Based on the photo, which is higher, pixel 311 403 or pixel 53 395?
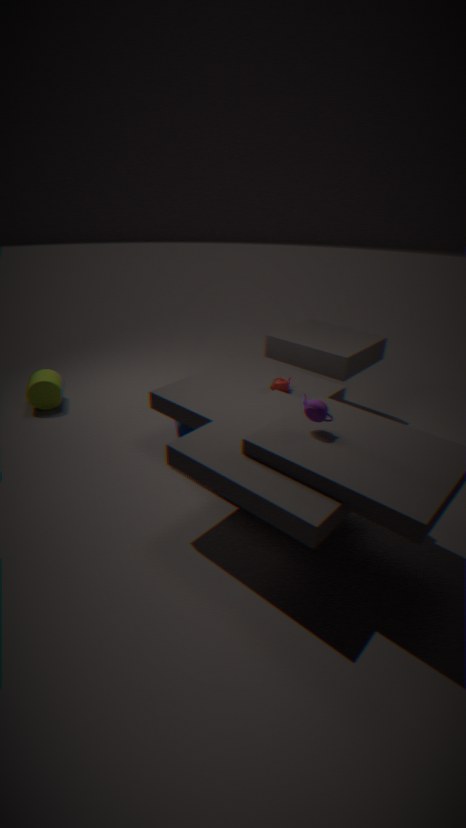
pixel 311 403
